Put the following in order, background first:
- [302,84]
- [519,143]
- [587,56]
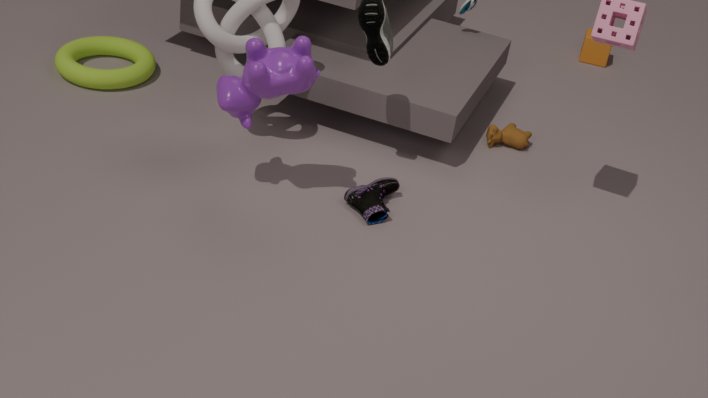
[587,56], [519,143], [302,84]
